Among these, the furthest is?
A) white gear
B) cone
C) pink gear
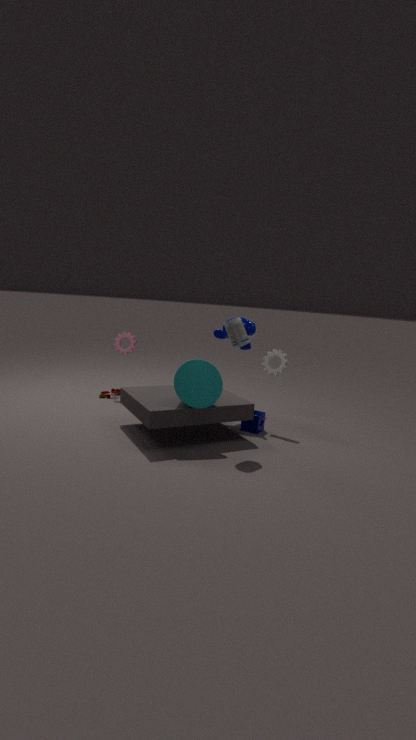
pink gear
